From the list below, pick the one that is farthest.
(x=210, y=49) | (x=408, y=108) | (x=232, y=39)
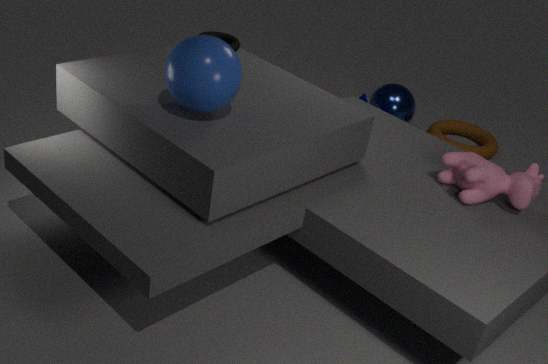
(x=408, y=108)
